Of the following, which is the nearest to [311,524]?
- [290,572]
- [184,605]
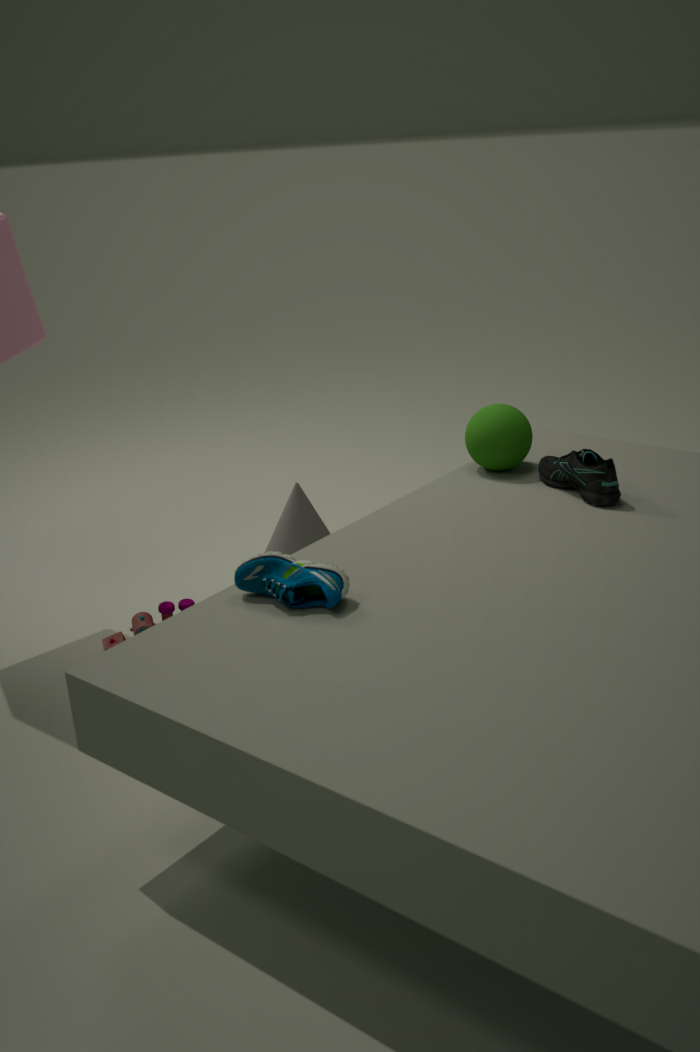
[184,605]
